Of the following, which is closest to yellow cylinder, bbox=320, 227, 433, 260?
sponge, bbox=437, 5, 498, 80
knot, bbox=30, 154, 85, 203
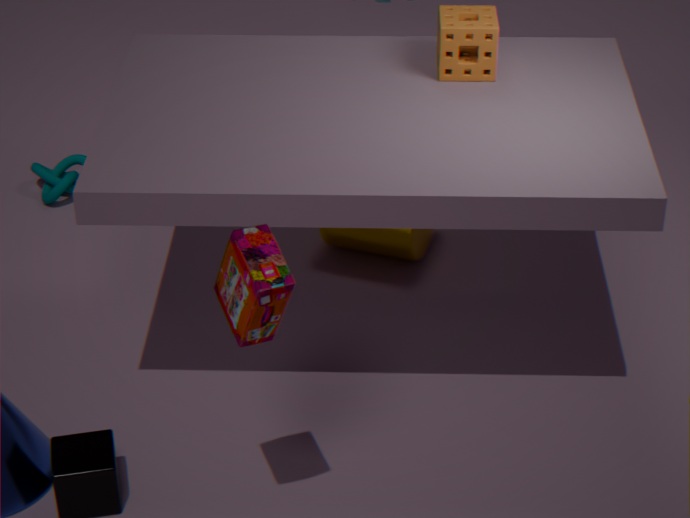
sponge, bbox=437, 5, 498, 80
